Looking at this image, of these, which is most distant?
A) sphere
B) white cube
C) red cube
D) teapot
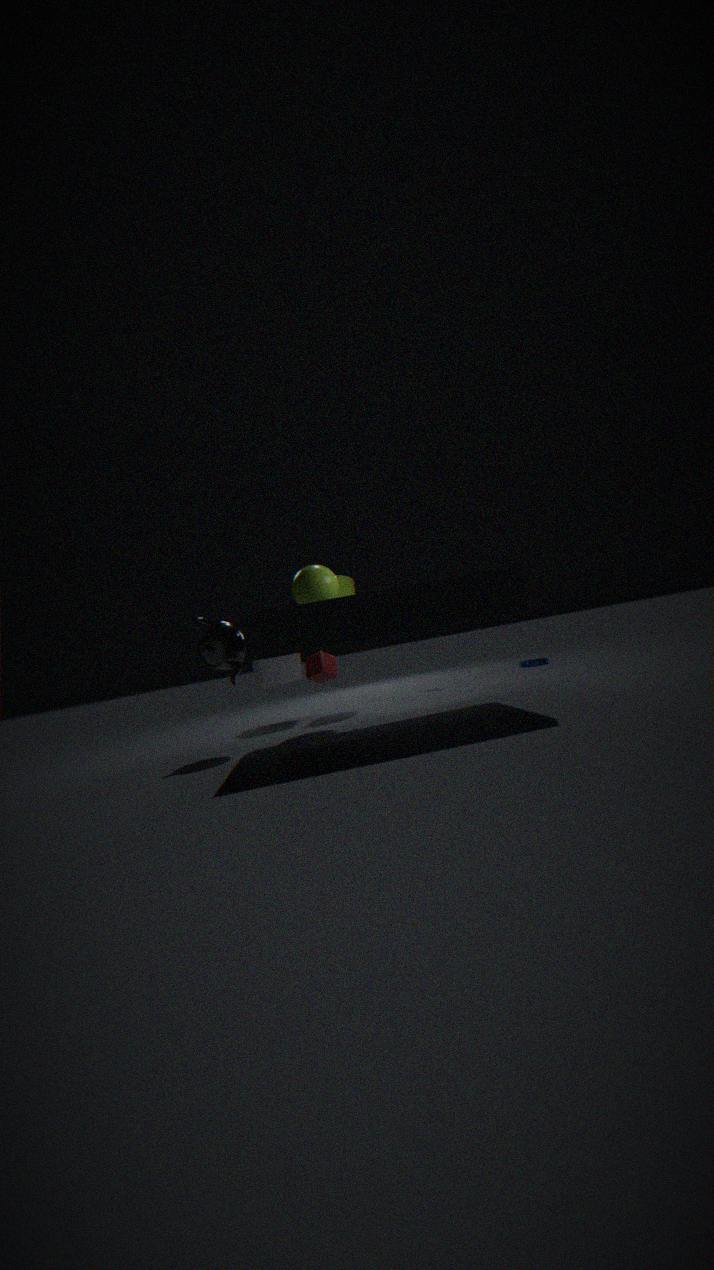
white cube
